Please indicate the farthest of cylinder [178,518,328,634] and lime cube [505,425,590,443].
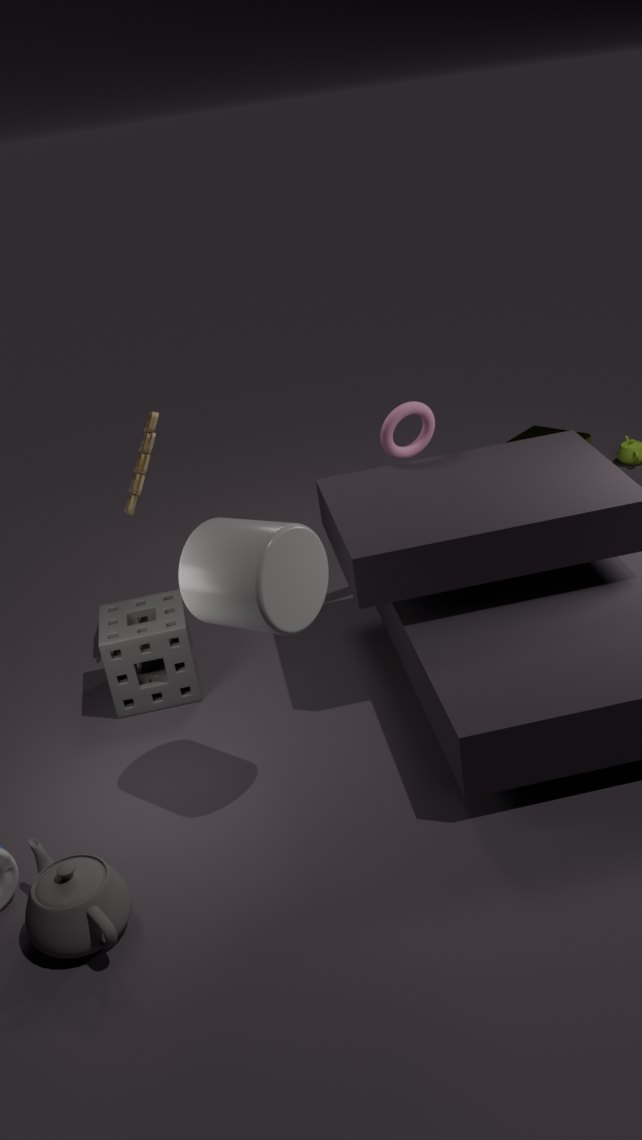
lime cube [505,425,590,443]
